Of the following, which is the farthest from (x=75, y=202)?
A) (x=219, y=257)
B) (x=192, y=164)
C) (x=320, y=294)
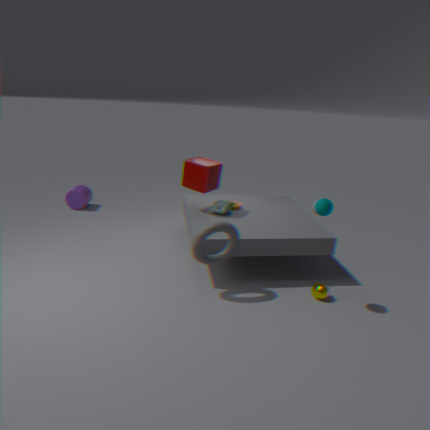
(x=320, y=294)
